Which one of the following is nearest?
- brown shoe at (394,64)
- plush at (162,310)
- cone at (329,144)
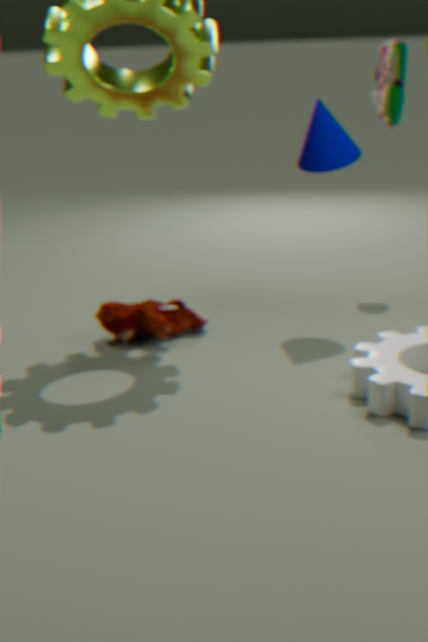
cone at (329,144)
